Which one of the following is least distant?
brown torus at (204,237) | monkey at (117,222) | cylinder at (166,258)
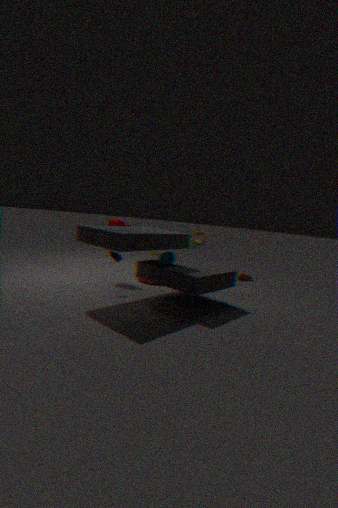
cylinder at (166,258)
